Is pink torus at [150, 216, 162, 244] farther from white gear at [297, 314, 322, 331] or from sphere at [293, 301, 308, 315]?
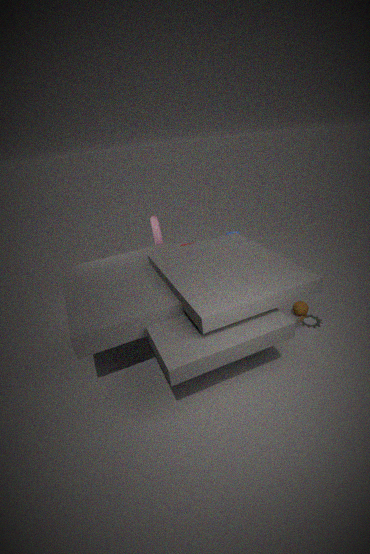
white gear at [297, 314, 322, 331]
